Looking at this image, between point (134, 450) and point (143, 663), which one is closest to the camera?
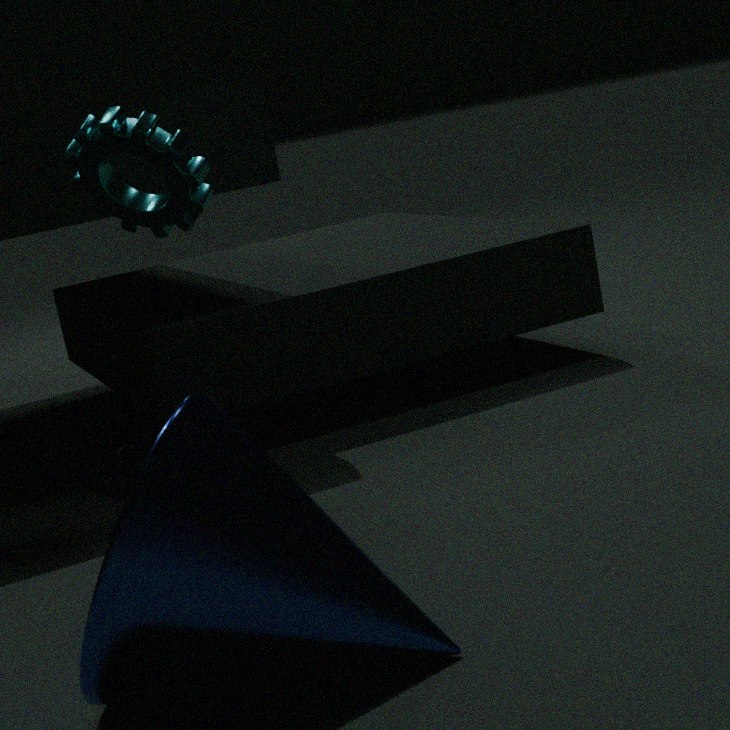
point (143, 663)
